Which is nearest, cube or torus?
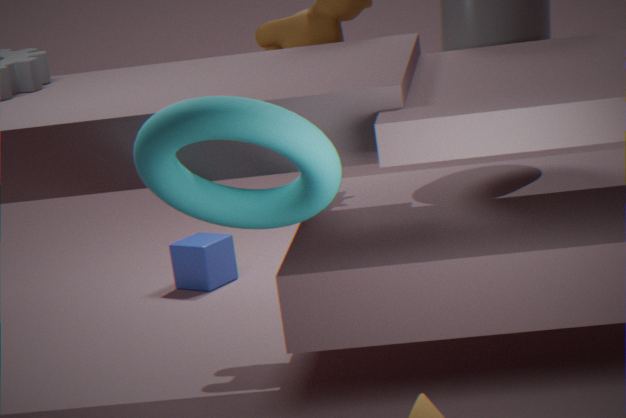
torus
